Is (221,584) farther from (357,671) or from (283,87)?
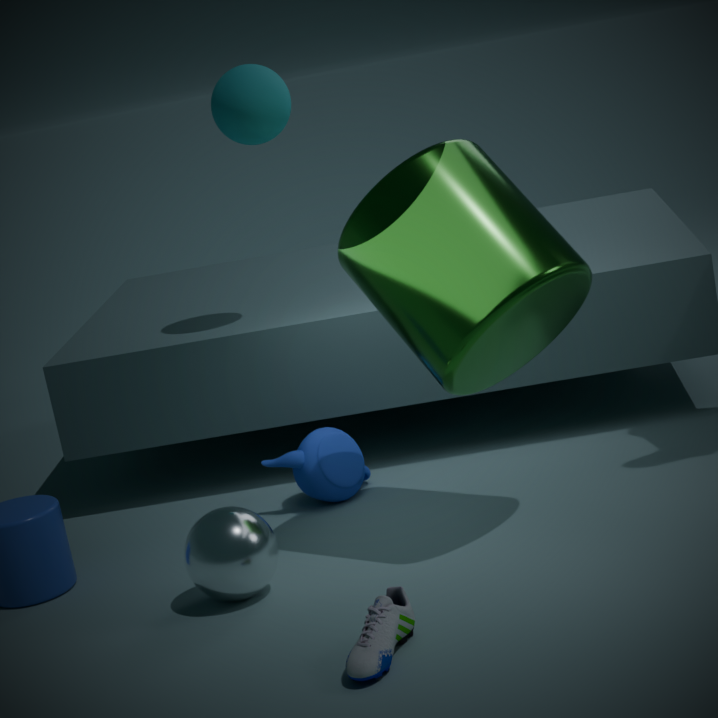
(283,87)
